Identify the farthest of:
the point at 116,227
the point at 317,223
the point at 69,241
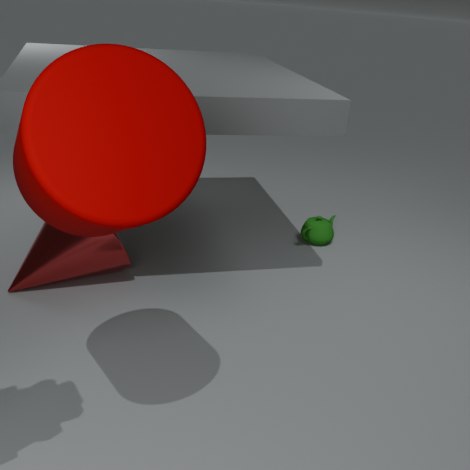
the point at 317,223
